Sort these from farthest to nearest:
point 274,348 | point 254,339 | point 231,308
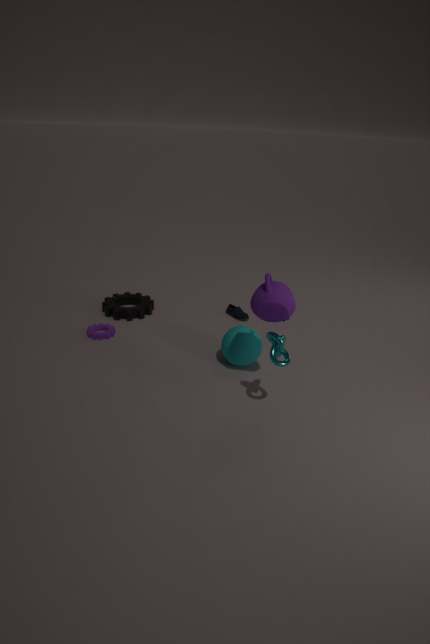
point 231,308 < point 254,339 < point 274,348
